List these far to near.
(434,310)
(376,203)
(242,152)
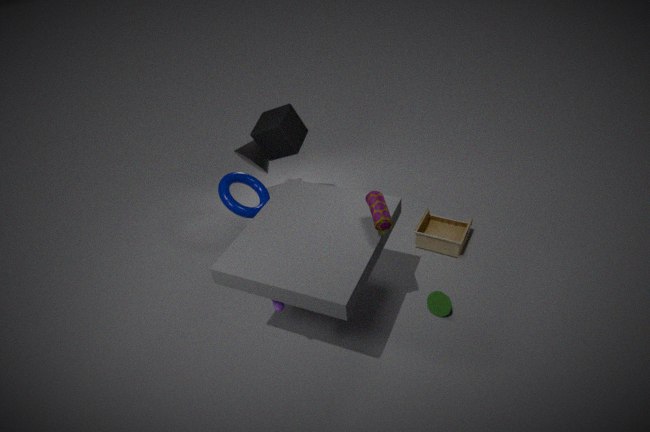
(242,152) → (434,310) → (376,203)
